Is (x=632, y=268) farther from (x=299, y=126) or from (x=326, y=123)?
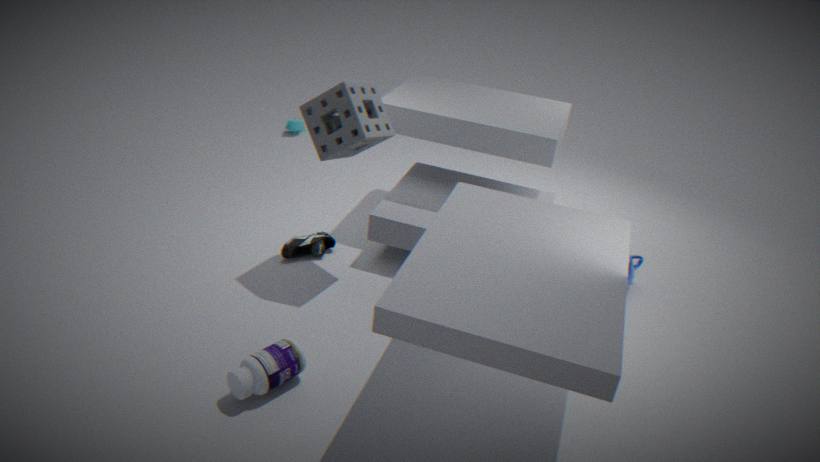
(x=299, y=126)
